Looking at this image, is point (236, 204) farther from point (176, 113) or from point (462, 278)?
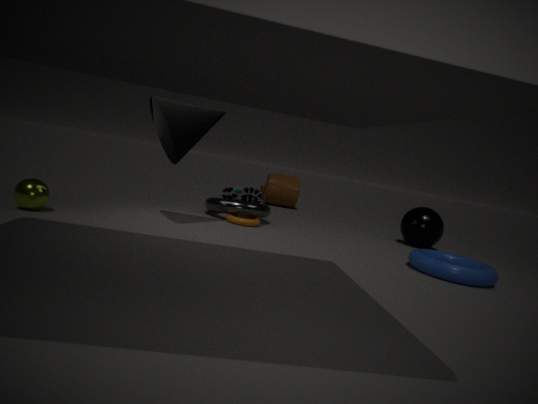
point (462, 278)
